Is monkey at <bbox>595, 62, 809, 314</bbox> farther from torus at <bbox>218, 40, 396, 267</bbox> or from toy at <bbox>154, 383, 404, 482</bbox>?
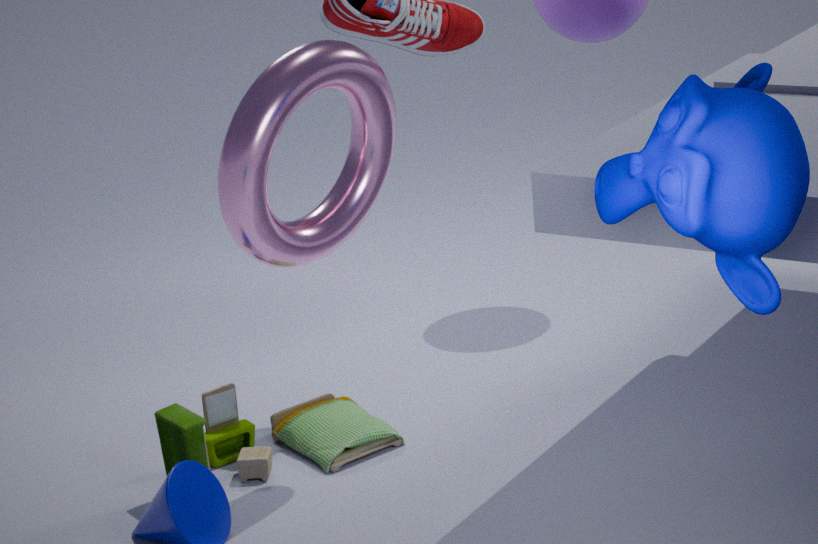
toy at <bbox>154, 383, 404, 482</bbox>
